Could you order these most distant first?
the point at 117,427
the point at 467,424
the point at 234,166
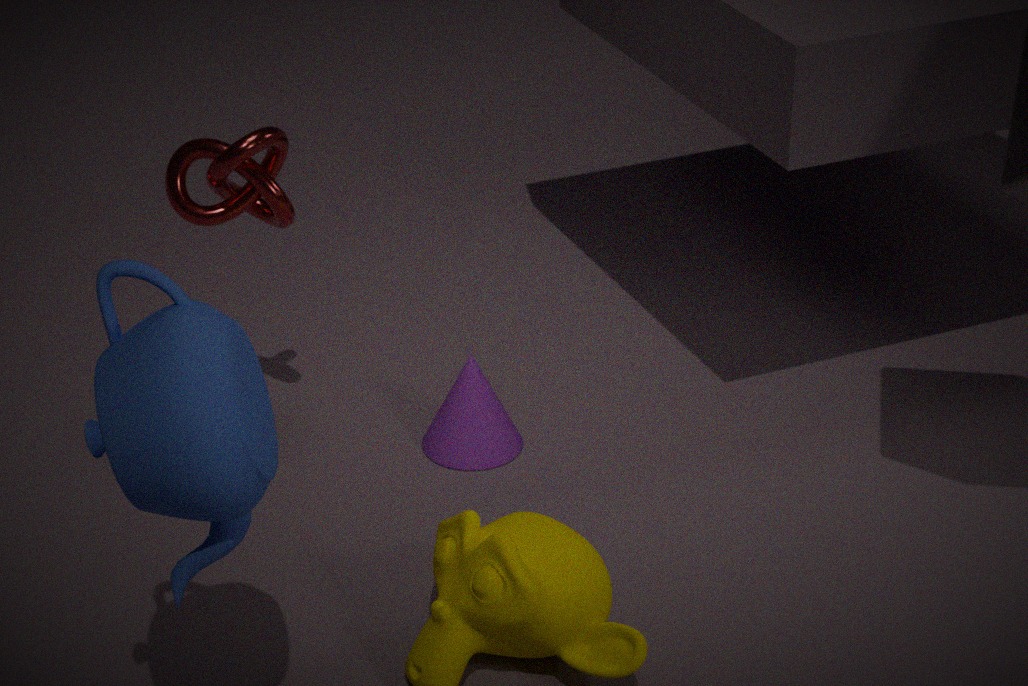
the point at 467,424 < the point at 234,166 < the point at 117,427
